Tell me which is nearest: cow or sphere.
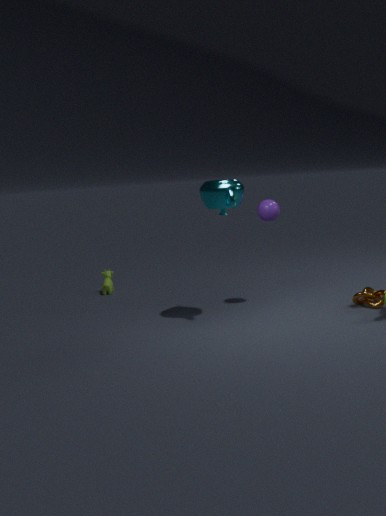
sphere
